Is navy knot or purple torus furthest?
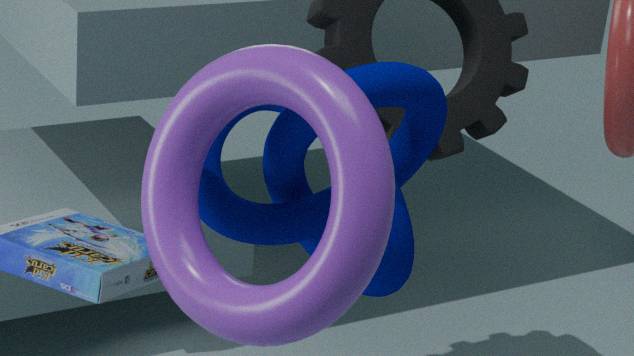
navy knot
